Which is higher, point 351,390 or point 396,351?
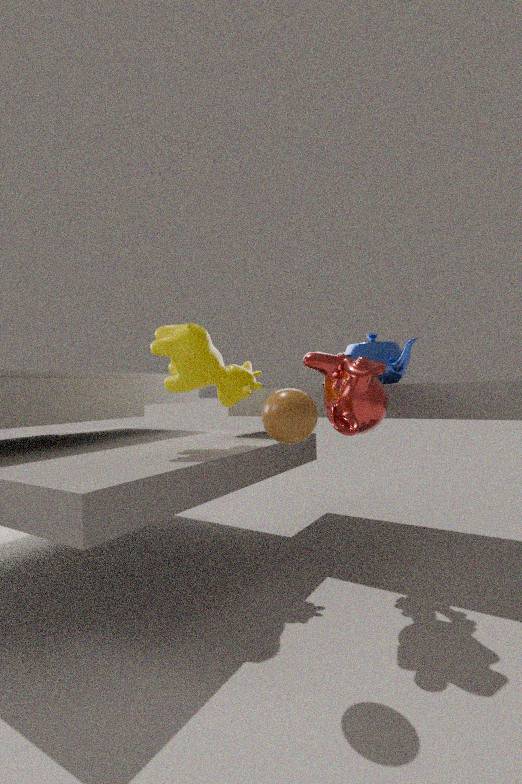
point 396,351
